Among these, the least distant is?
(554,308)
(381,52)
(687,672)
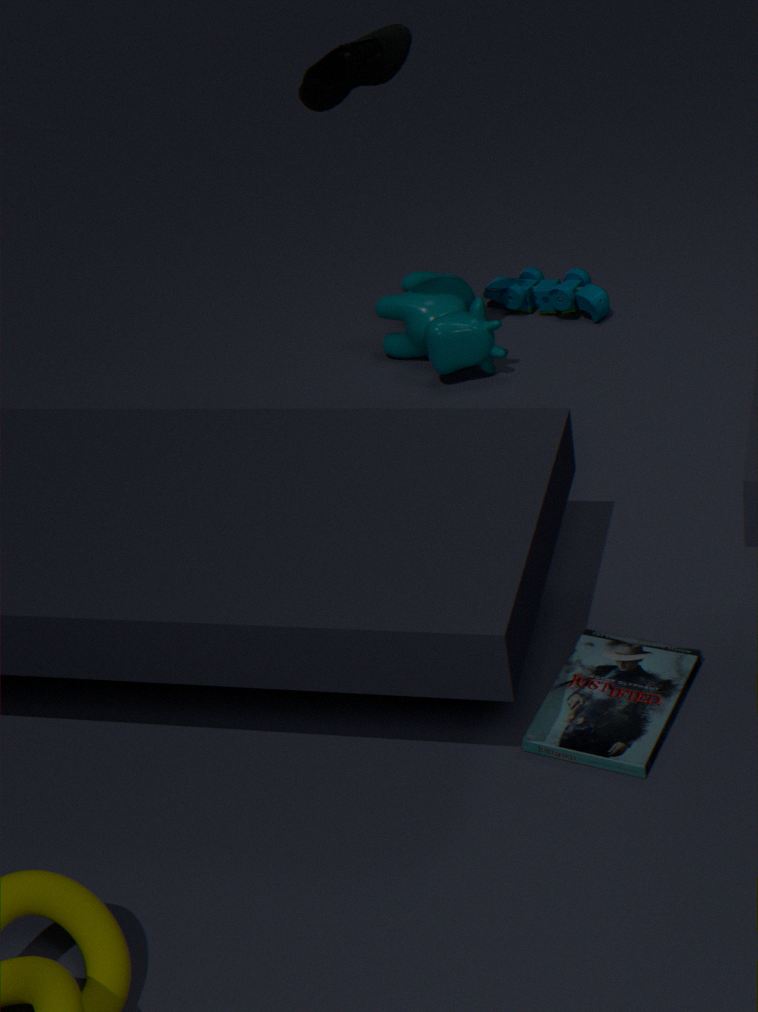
(687,672)
